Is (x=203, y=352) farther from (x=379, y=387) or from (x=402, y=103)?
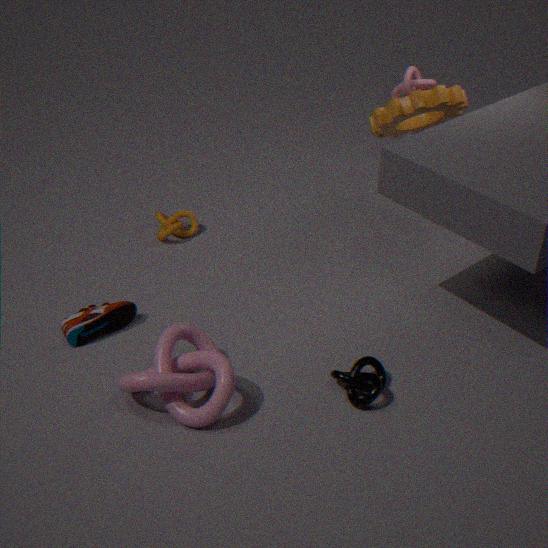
(x=402, y=103)
